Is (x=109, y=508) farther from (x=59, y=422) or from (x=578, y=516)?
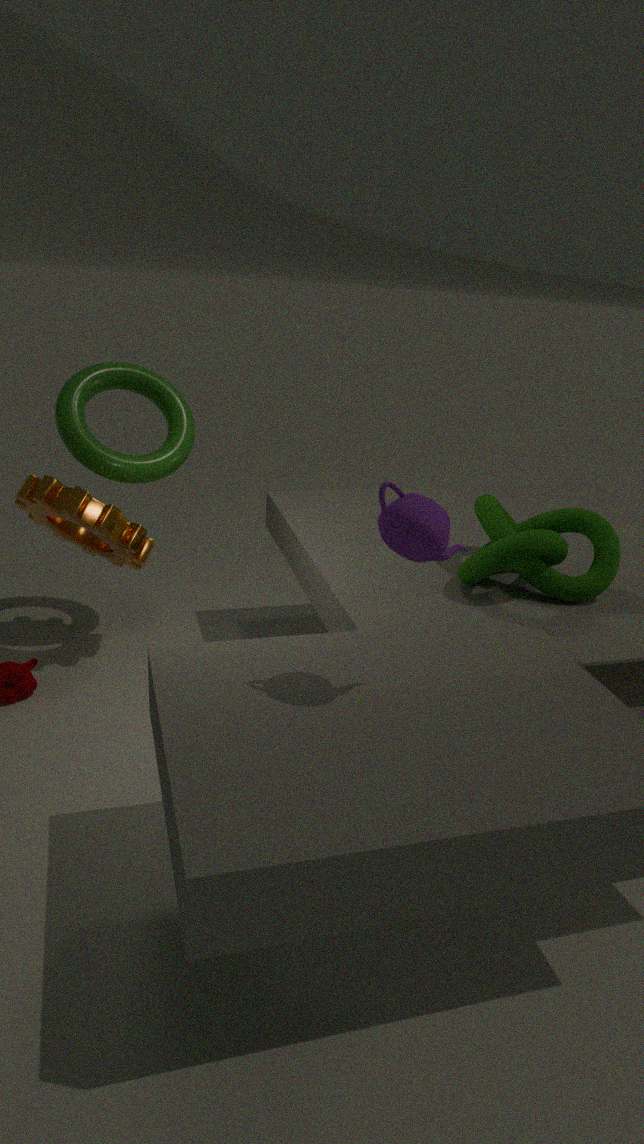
(x=578, y=516)
